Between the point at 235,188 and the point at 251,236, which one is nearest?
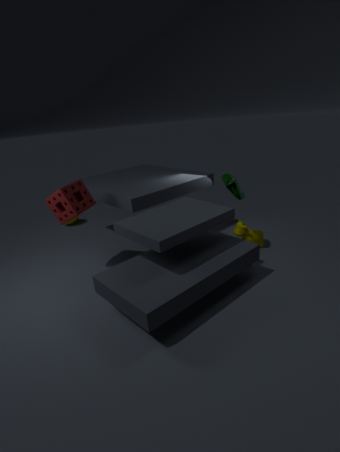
the point at 235,188
